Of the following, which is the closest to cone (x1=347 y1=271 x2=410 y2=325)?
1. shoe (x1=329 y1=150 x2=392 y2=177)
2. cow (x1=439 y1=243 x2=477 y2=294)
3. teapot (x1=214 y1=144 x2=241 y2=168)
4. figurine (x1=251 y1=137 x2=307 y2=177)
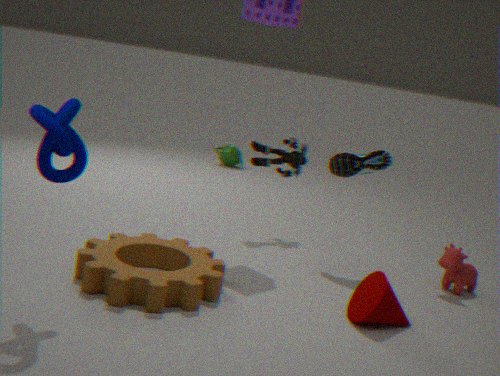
cow (x1=439 y1=243 x2=477 y2=294)
